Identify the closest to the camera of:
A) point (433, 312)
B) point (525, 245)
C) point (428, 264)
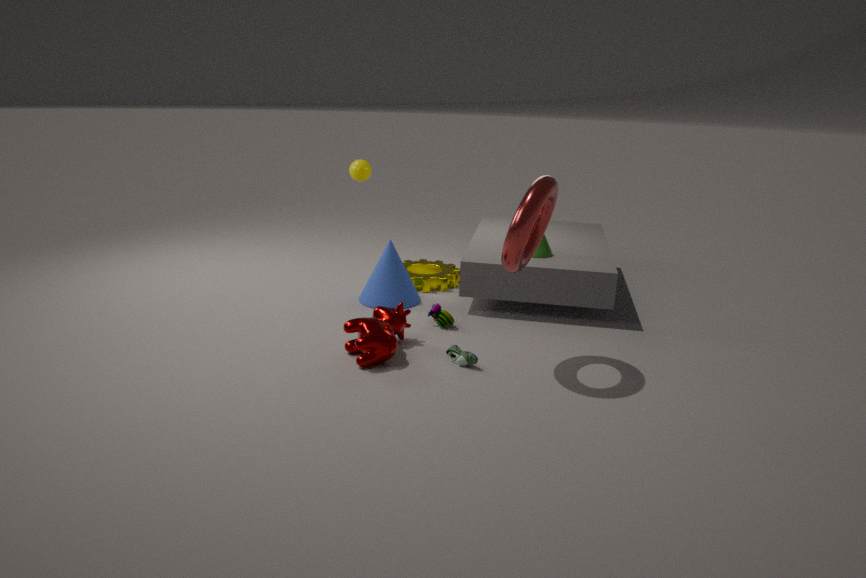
point (525, 245)
